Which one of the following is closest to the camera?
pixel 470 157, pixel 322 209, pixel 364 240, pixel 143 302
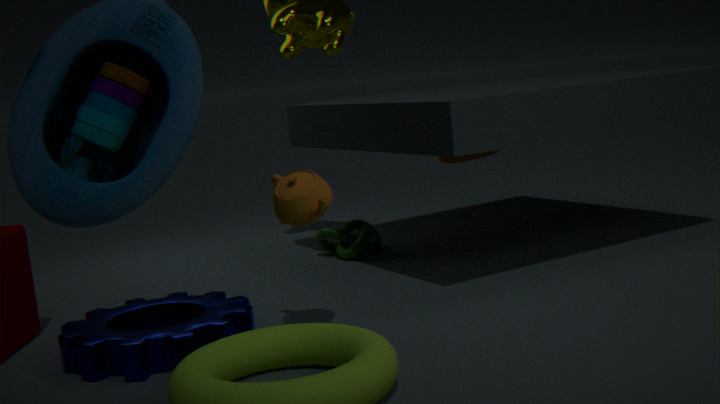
pixel 322 209
